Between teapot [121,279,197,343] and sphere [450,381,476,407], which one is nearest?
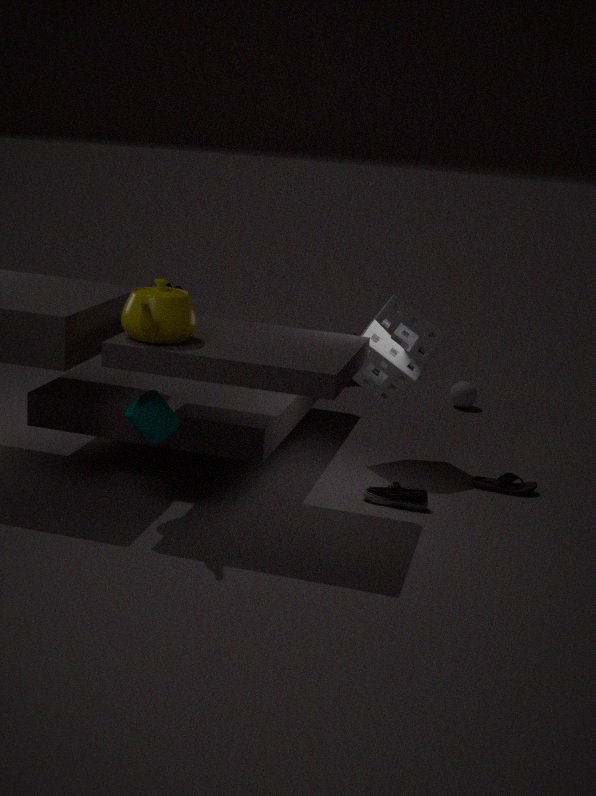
teapot [121,279,197,343]
